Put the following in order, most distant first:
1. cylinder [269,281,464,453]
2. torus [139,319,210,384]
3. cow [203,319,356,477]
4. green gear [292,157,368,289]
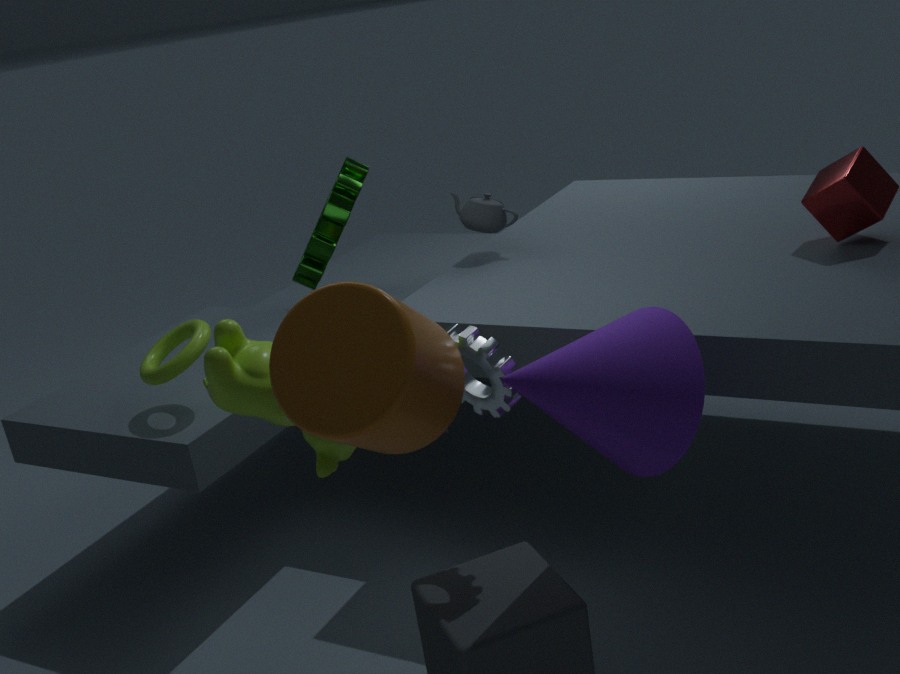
1. green gear [292,157,368,289]
2. torus [139,319,210,384]
3. cow [203,319,356,477]
4. cylinder [269,281,464,453]
